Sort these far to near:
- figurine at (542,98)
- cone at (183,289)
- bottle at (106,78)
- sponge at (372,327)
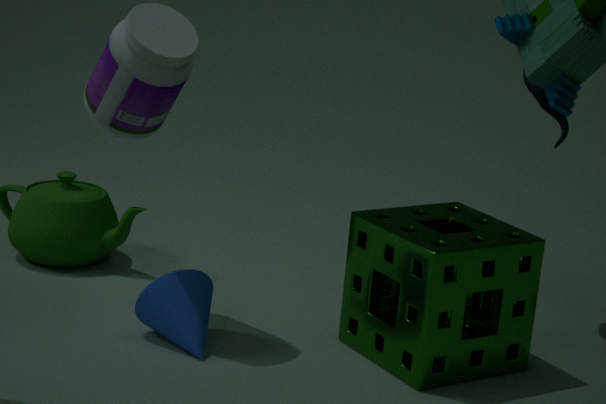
1. figurine at (542,98)
2. cone at (183,289)
3. bottle at (106,78)
4. sponge at (372,327)
